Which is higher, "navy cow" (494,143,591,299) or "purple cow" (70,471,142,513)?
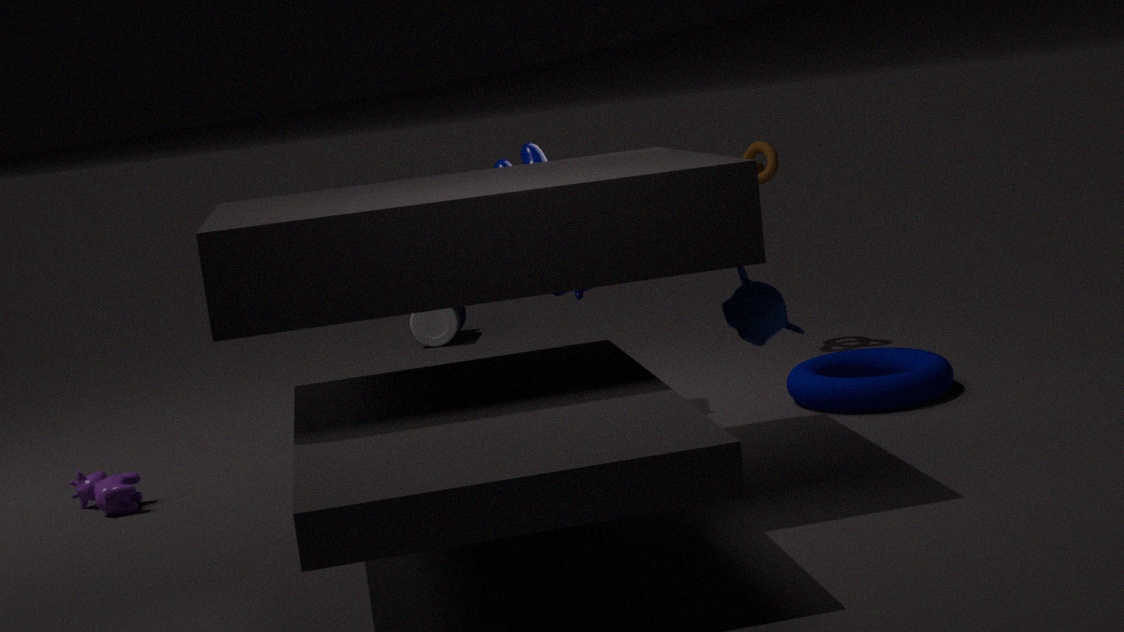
"navy cow" (494,143,591,299)
